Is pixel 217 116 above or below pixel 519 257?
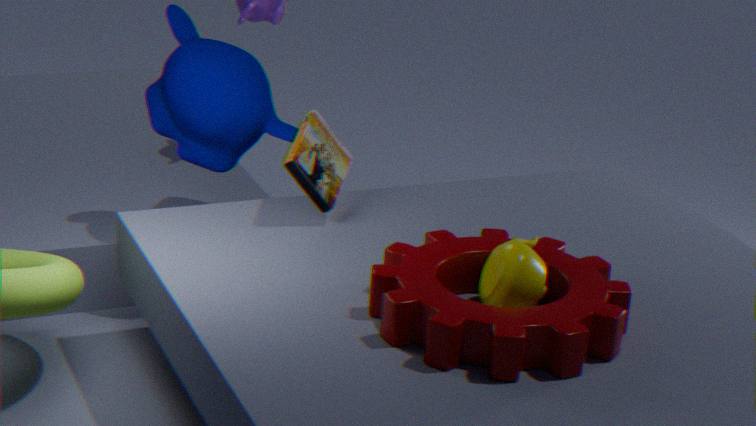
above
